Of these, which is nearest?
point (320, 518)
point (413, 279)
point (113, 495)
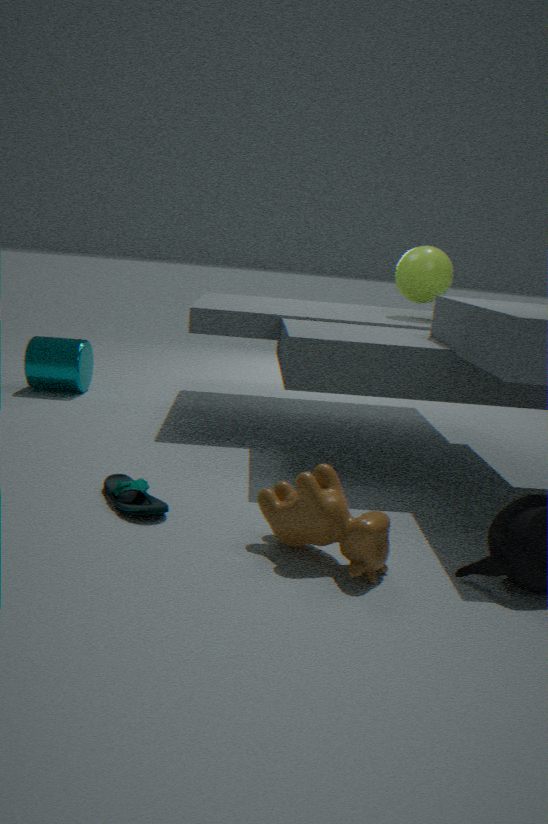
point (320, 518)
